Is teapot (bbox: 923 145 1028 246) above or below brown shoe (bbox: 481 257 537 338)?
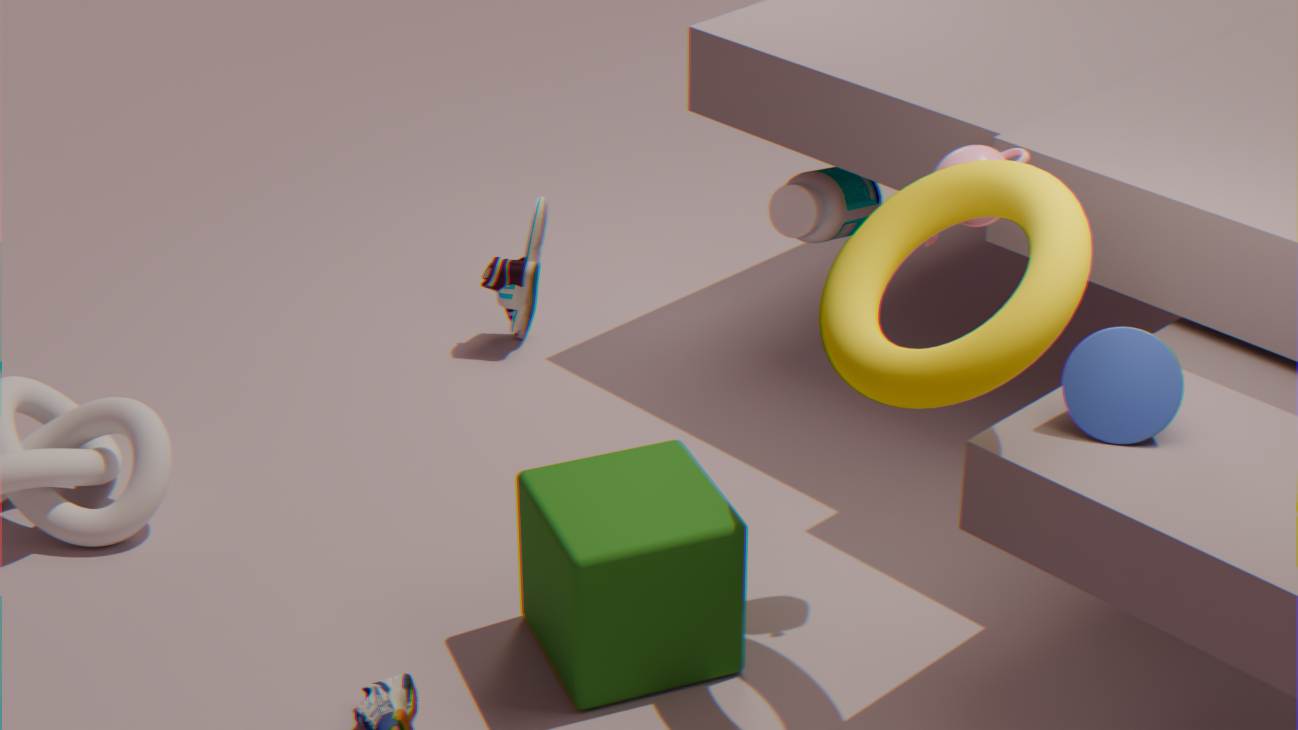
above
